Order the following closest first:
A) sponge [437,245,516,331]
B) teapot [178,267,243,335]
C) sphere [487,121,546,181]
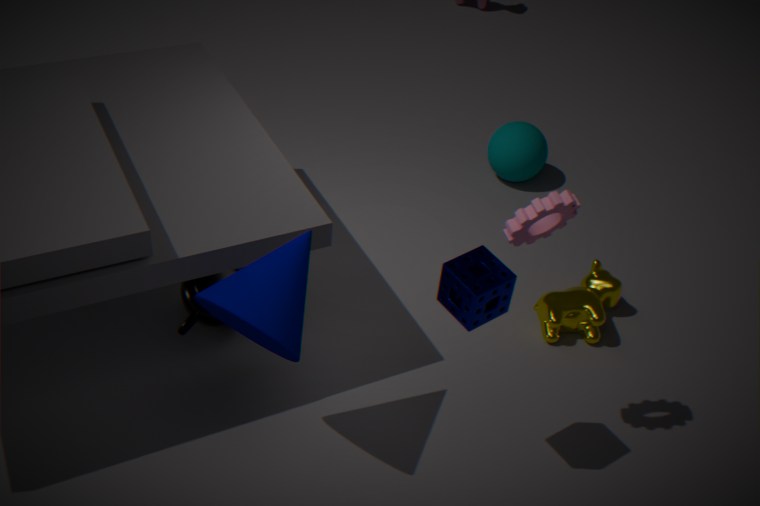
A. sponge [437,245,516,331] < B. teapot [178,267,243,335] < C. sphere [487,121,546,181]
